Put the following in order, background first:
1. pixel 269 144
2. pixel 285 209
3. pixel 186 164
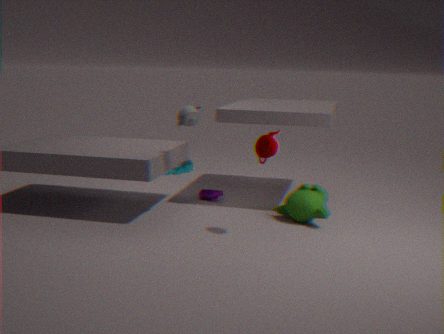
pixel 186 164
pixel 285 209
pixel 269 144
